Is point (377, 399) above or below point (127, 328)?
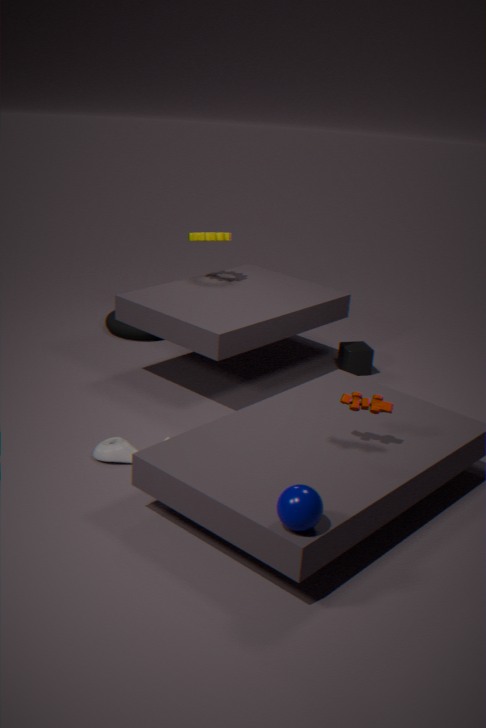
above
